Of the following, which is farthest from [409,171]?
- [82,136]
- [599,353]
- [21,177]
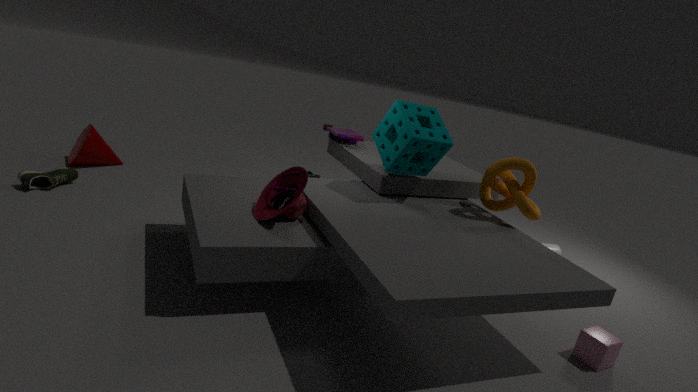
[82,136]
